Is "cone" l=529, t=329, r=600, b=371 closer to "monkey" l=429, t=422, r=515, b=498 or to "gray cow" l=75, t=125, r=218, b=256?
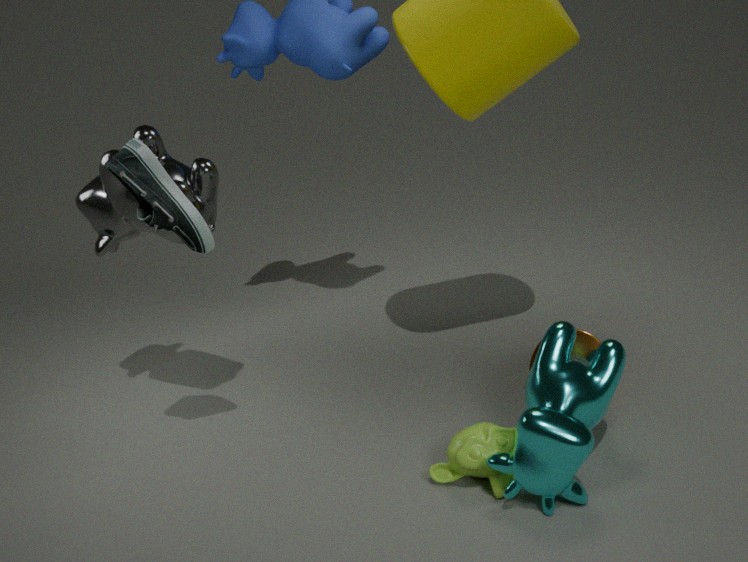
"monkey" l=429, t=422, r=515, b=498
